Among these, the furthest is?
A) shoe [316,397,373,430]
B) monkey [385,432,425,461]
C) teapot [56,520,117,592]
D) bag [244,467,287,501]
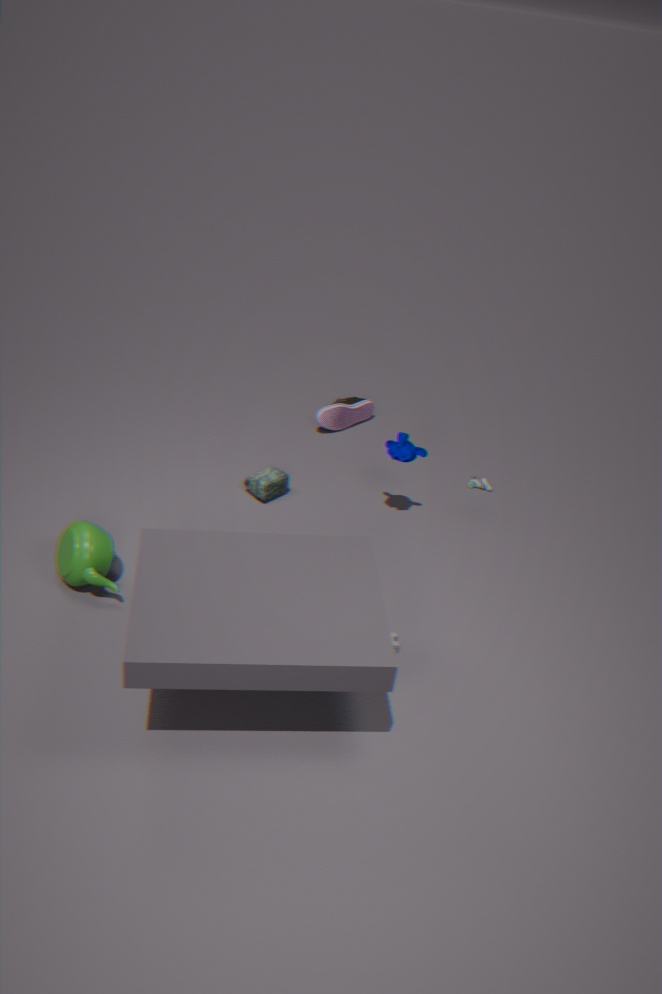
shoe [316,397,373,430]
